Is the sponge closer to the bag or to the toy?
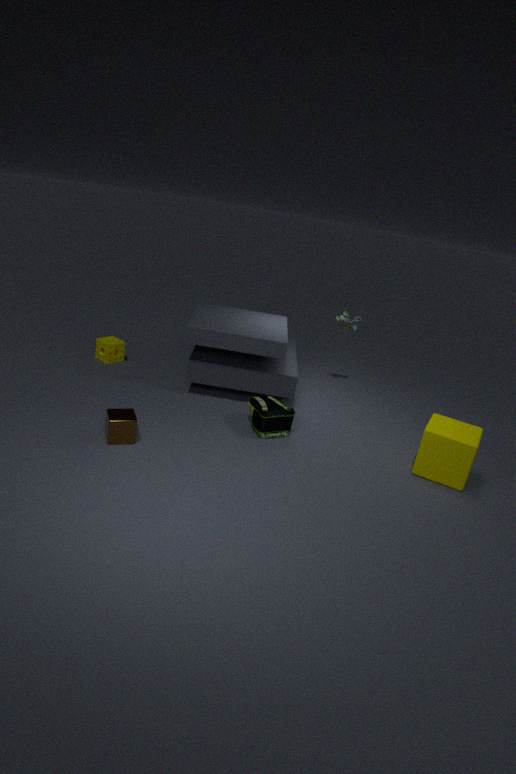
the bag
